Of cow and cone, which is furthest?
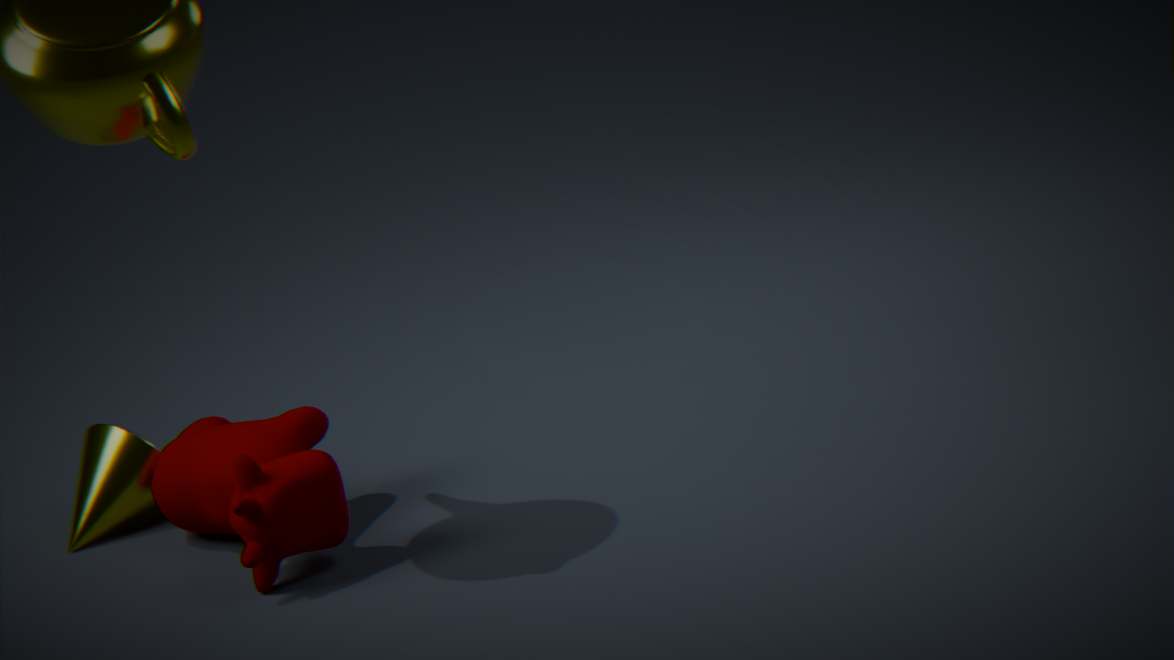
cone
